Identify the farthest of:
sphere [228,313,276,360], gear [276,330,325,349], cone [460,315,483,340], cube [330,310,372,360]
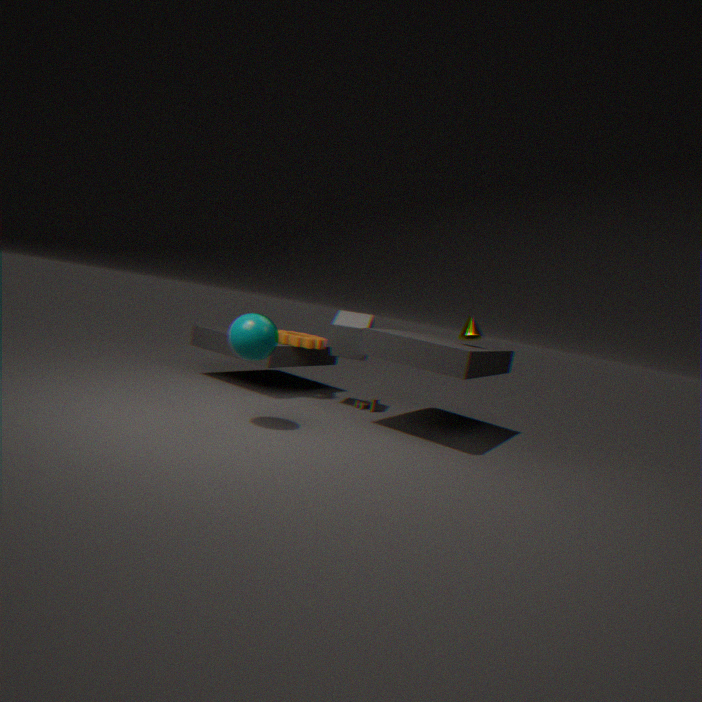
gear [276,330,325,349]
